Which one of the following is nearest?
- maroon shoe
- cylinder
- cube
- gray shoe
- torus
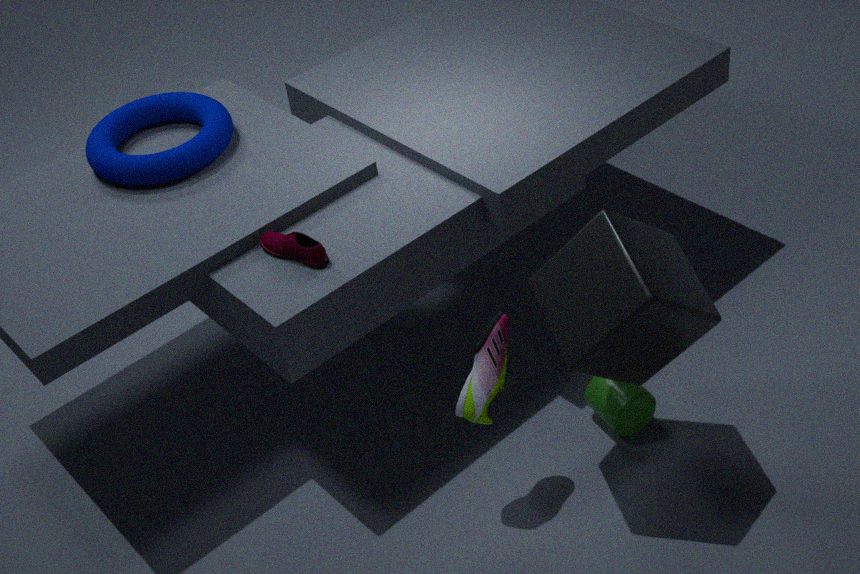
cube
